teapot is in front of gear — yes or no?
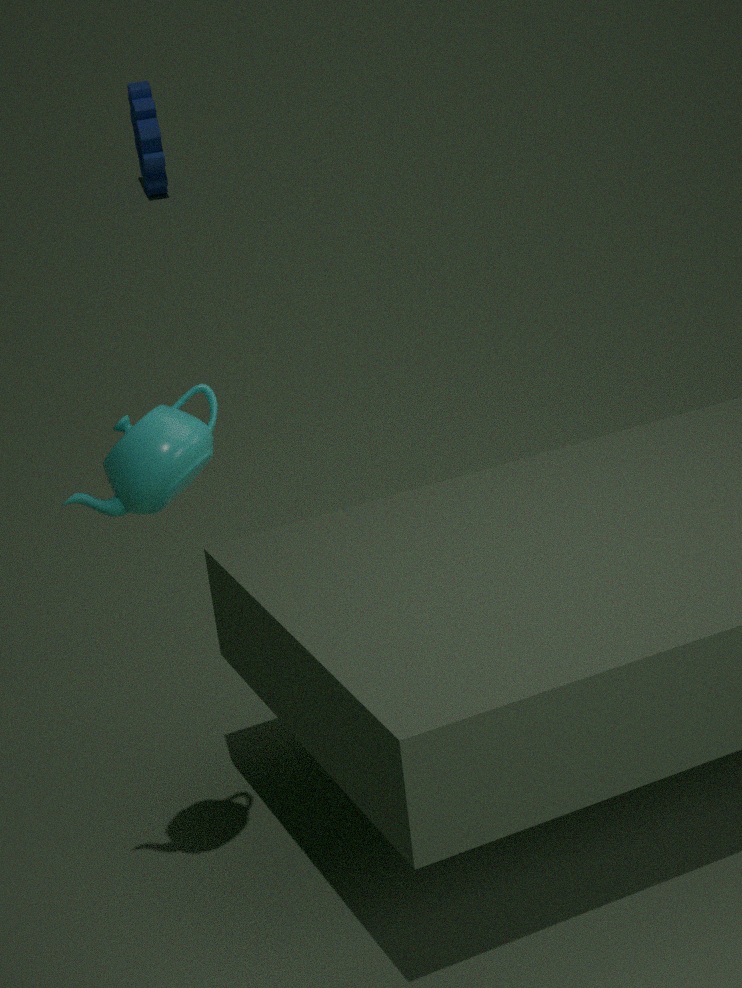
Yes
